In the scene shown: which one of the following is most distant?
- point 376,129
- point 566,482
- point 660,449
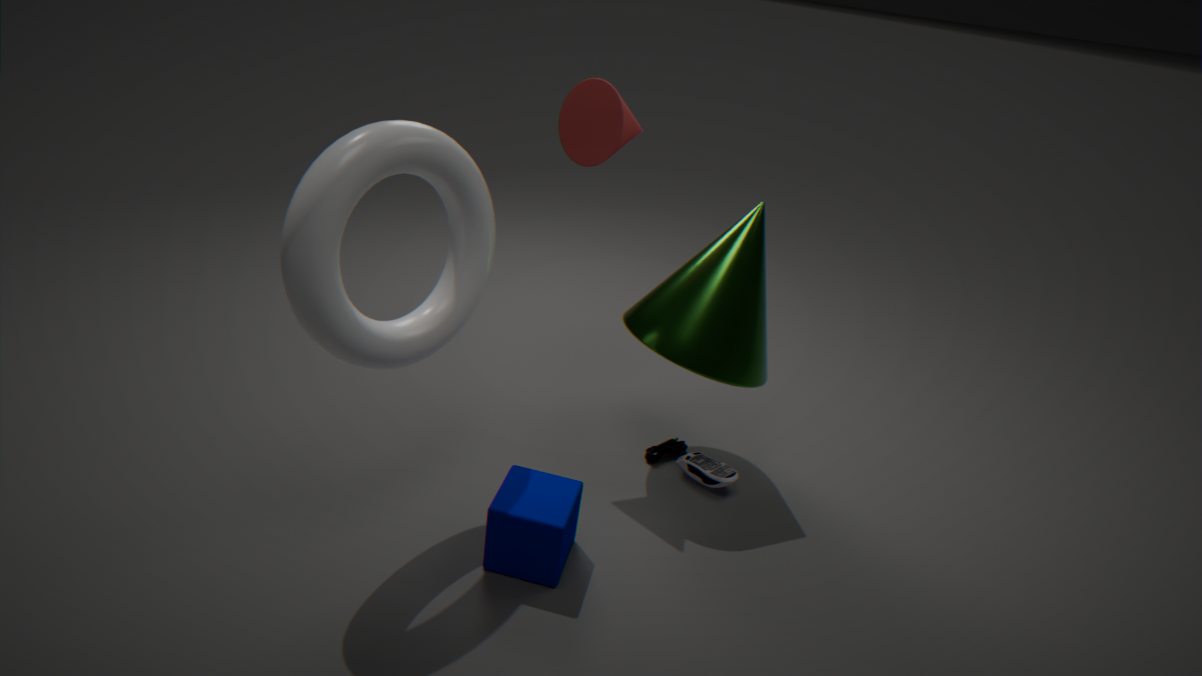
point 660,449
